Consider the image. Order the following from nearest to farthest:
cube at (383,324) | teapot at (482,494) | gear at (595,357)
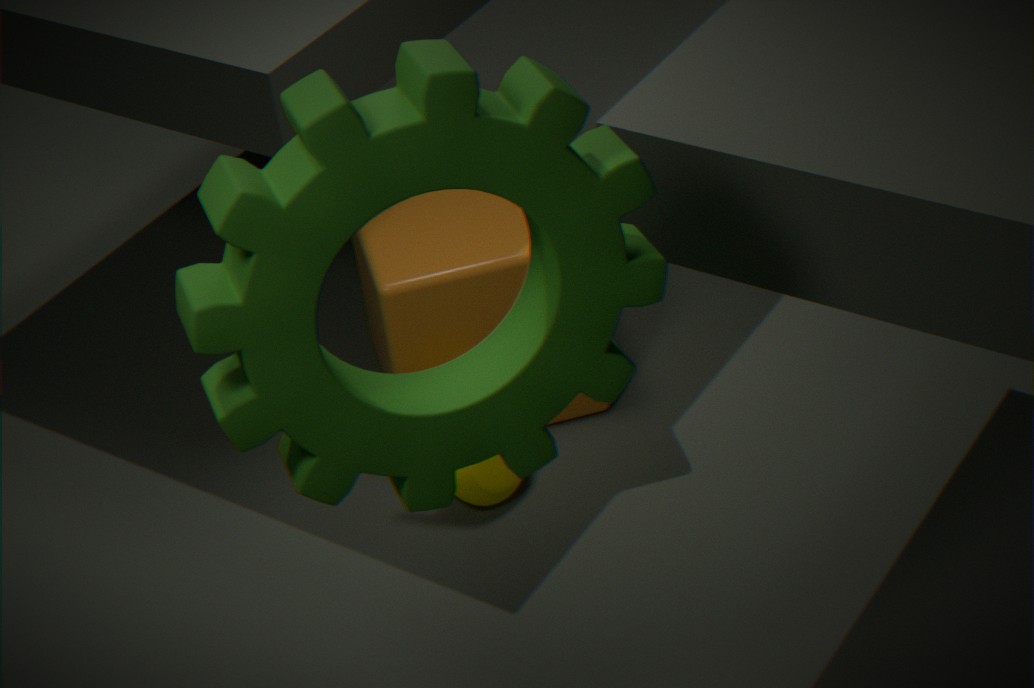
gear at (595,357) → cube at (383,324) → teapot at (482,494)
